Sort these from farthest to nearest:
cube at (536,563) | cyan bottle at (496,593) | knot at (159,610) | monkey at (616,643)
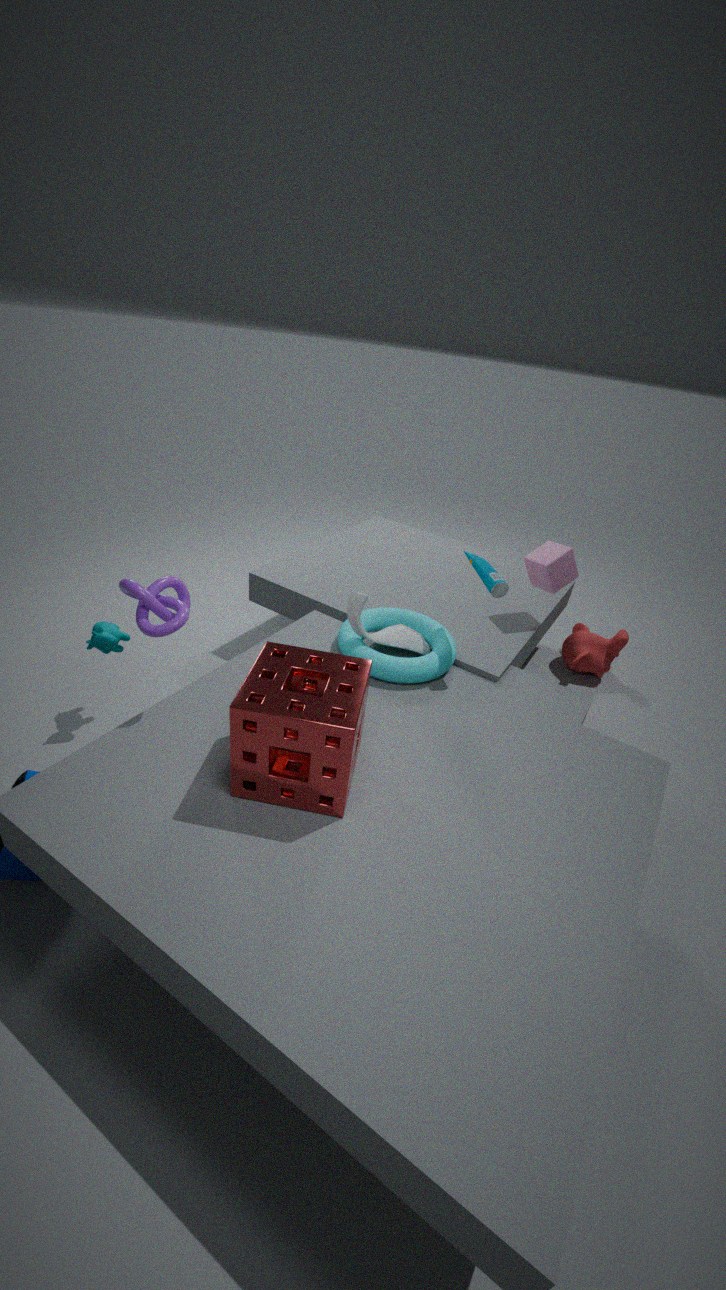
monkey at (616,643) → cube at (536,563) → cyan bottle at (496,593) → knot at (159,610)
